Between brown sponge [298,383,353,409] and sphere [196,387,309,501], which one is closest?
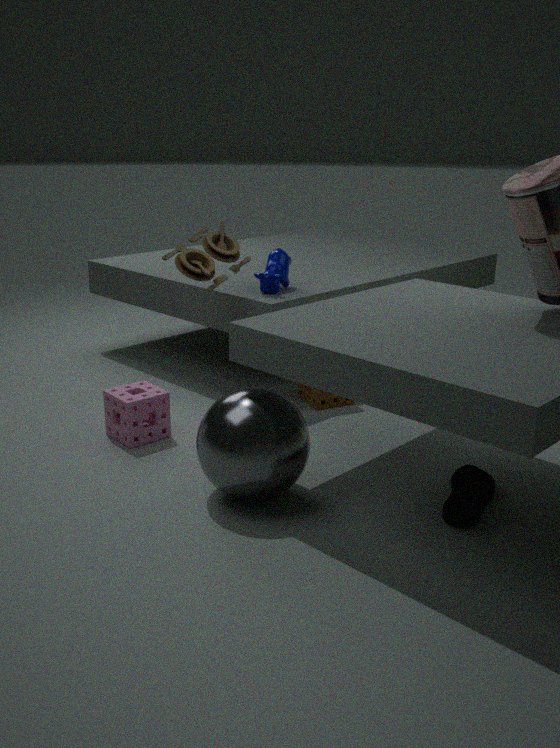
sphere [196,387,309,501]
